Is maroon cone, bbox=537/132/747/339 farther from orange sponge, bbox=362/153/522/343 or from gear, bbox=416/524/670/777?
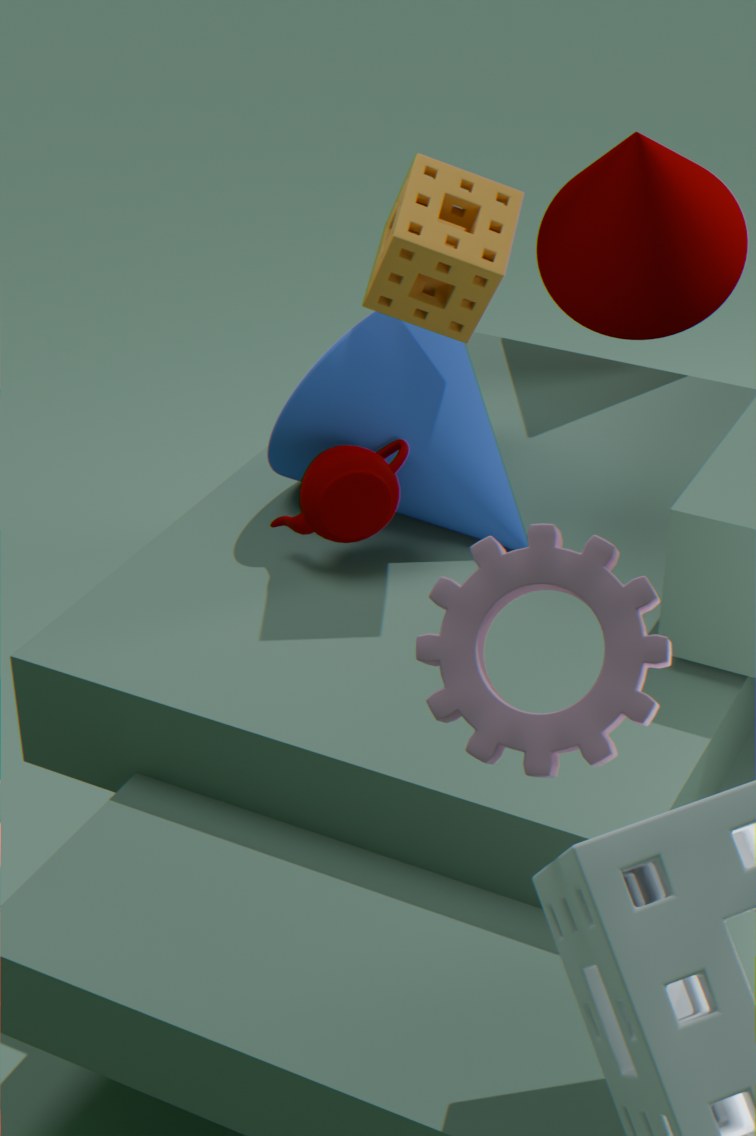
gear, bbox=416/524/670/777
